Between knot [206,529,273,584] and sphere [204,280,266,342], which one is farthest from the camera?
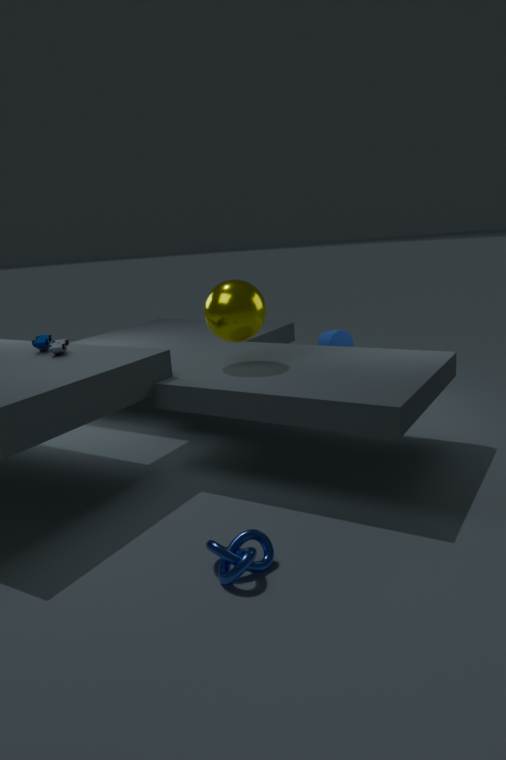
sphere [204,280,266,342]
